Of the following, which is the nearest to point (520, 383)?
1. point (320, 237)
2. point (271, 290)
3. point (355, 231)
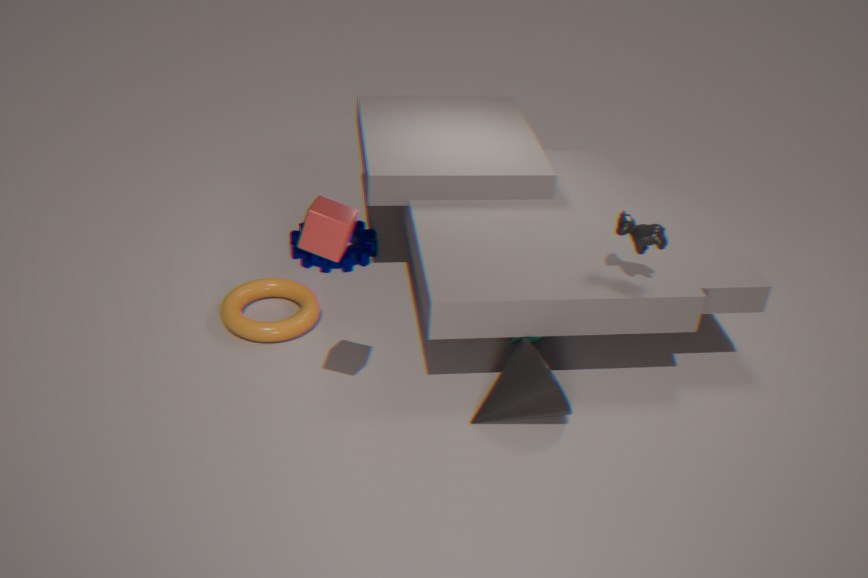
point (320, 237)
